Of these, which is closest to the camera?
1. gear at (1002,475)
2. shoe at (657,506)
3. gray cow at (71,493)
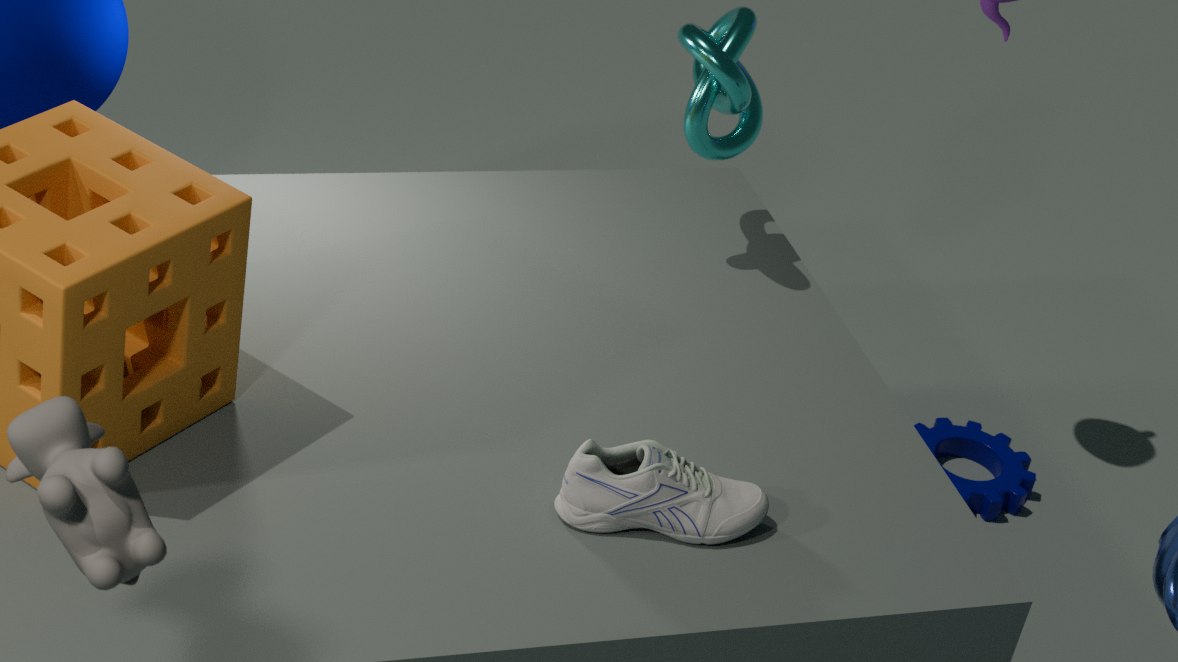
gray cow at (71,493)
